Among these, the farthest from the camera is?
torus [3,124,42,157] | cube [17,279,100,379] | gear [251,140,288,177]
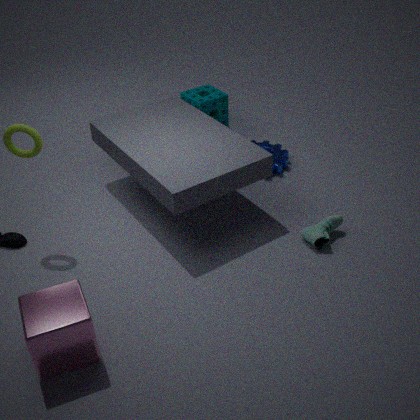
gear [251,140,288,177]
